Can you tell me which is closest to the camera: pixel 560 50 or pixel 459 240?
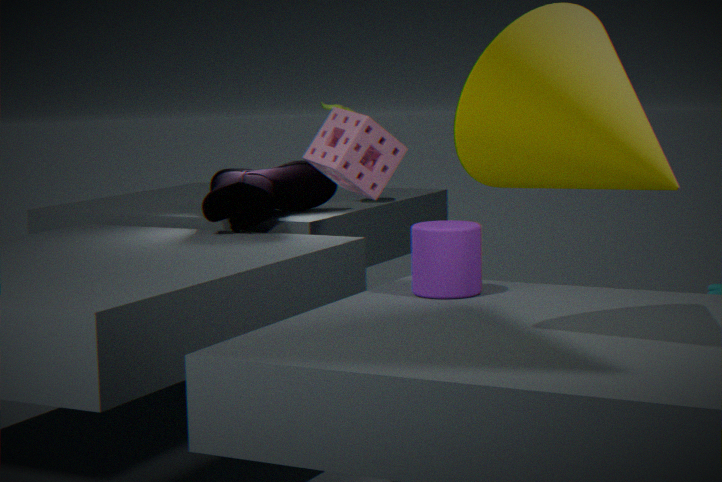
pixel 560 50
